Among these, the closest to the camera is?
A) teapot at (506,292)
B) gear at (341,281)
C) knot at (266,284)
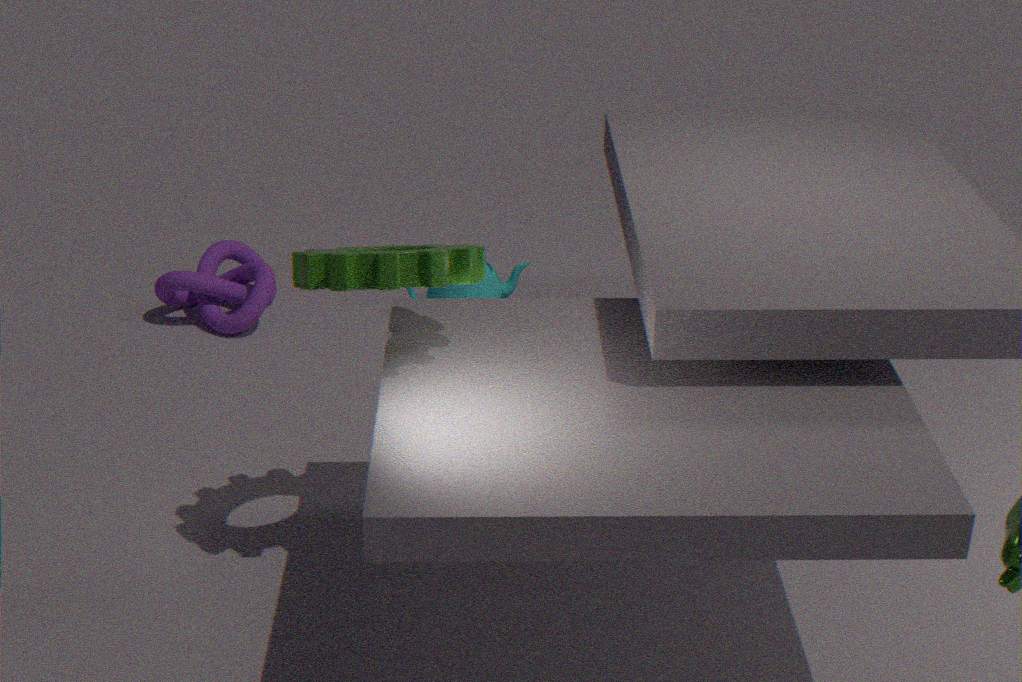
gear at (341,281)
